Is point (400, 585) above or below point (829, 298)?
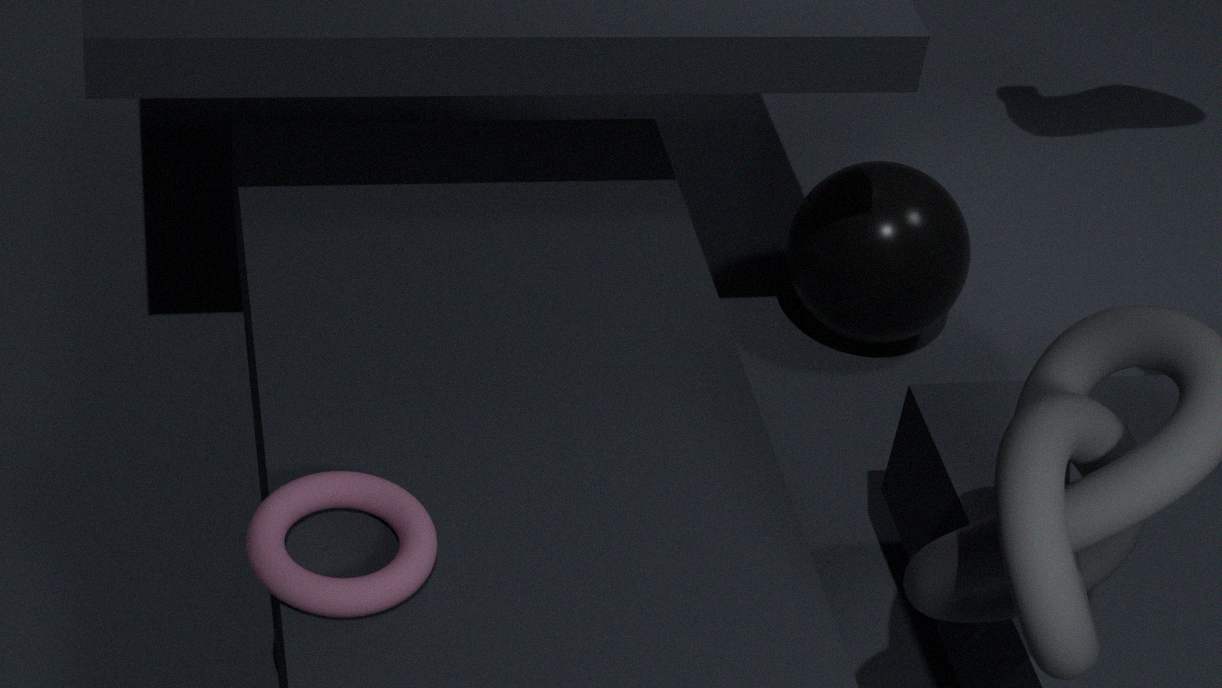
above
